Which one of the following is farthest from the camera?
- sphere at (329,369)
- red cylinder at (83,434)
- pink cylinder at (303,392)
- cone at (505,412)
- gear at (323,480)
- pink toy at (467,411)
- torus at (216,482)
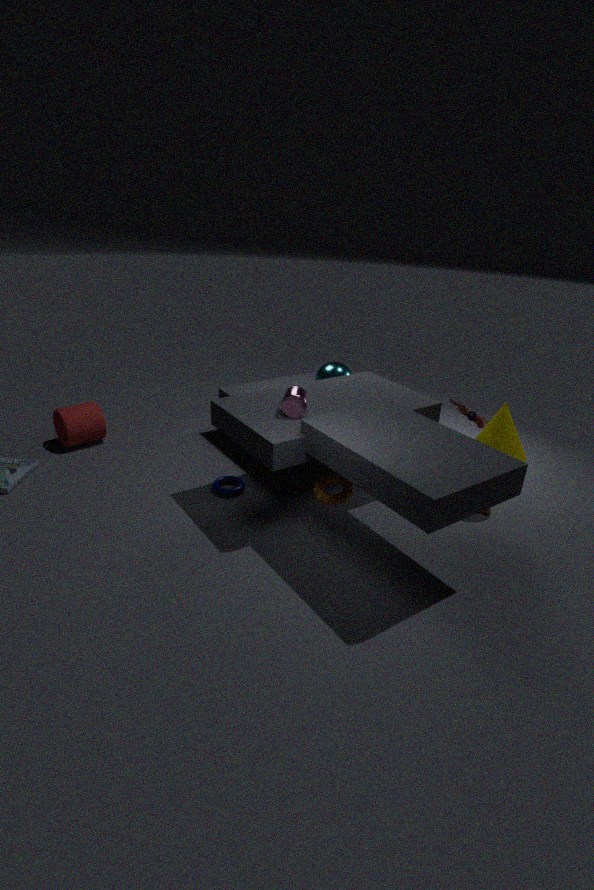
sphere at (329,369)
